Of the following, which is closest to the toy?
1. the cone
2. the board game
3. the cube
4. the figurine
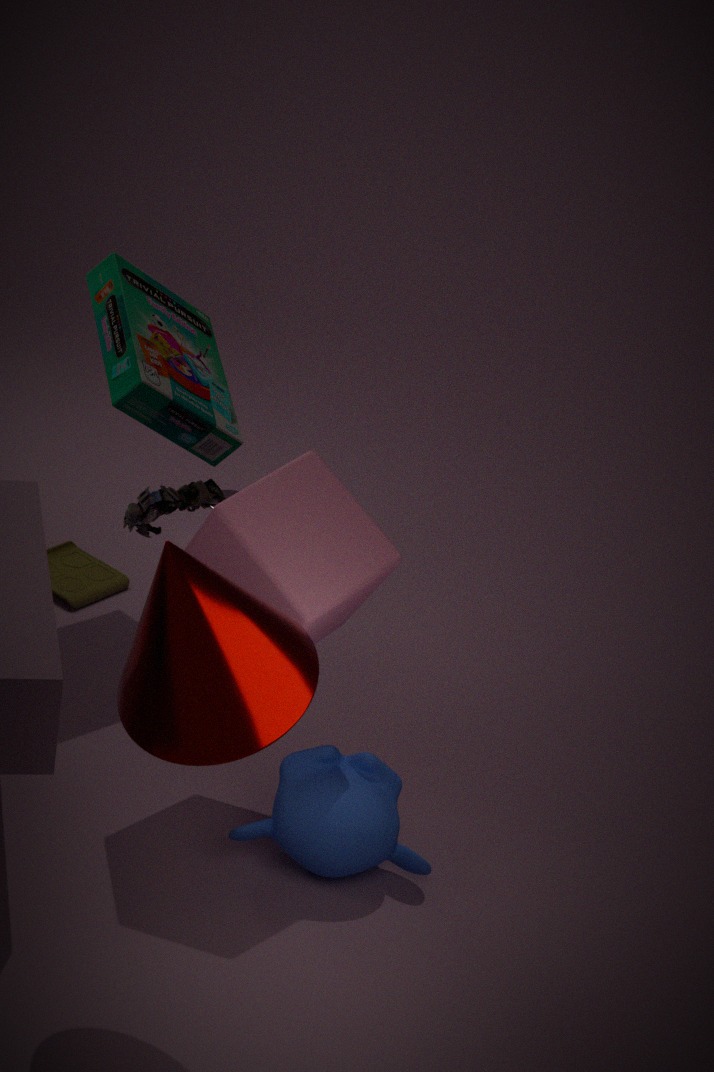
the figurine
